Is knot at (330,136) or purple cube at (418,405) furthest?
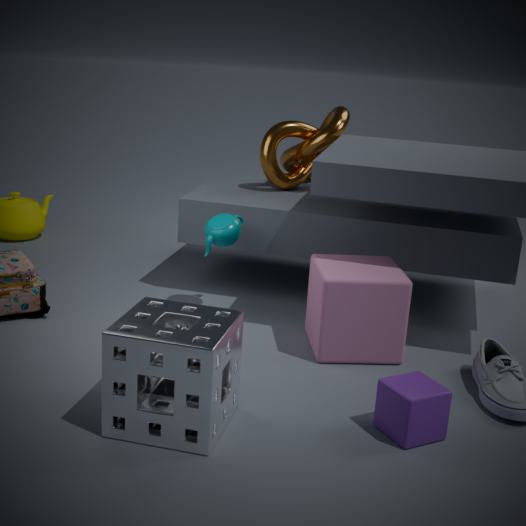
knot at (330,136)
